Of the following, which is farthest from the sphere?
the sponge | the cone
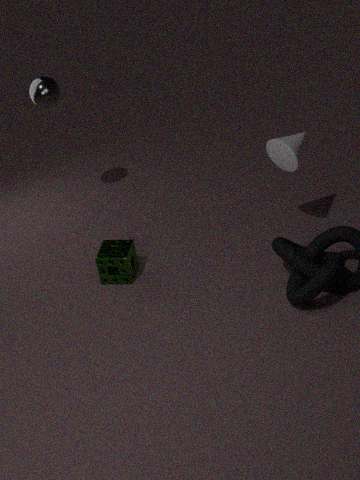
the cone
